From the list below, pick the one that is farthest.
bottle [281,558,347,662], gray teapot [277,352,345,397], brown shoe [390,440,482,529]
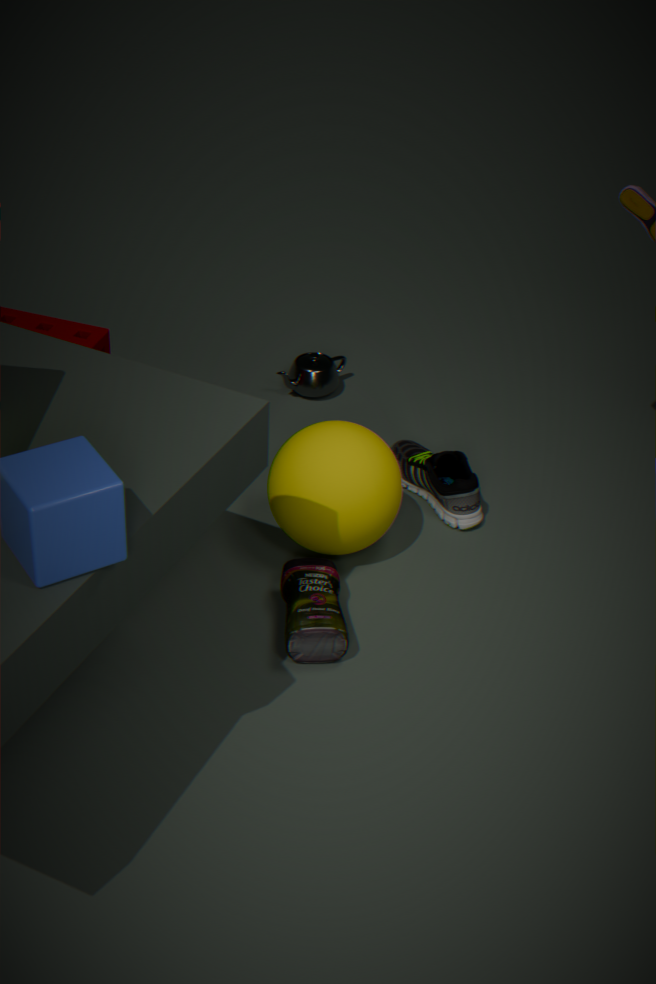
gray teapot [277,352,345,397]
